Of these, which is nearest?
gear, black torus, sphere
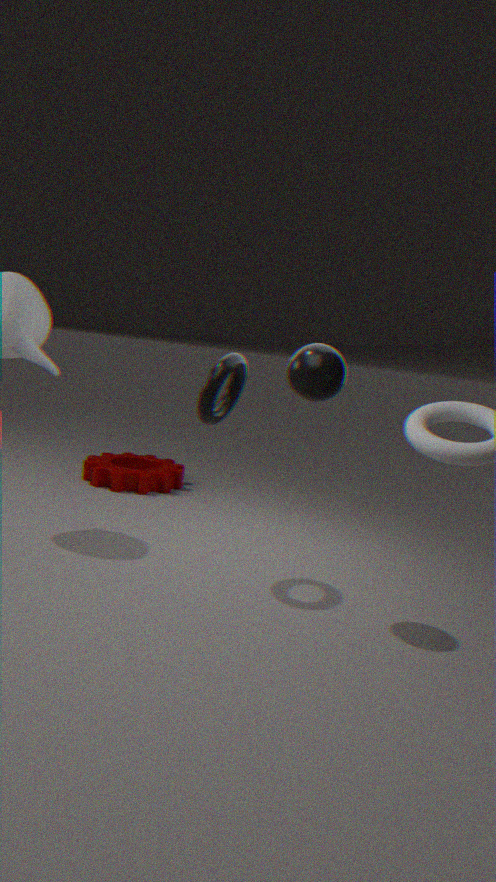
sphere
